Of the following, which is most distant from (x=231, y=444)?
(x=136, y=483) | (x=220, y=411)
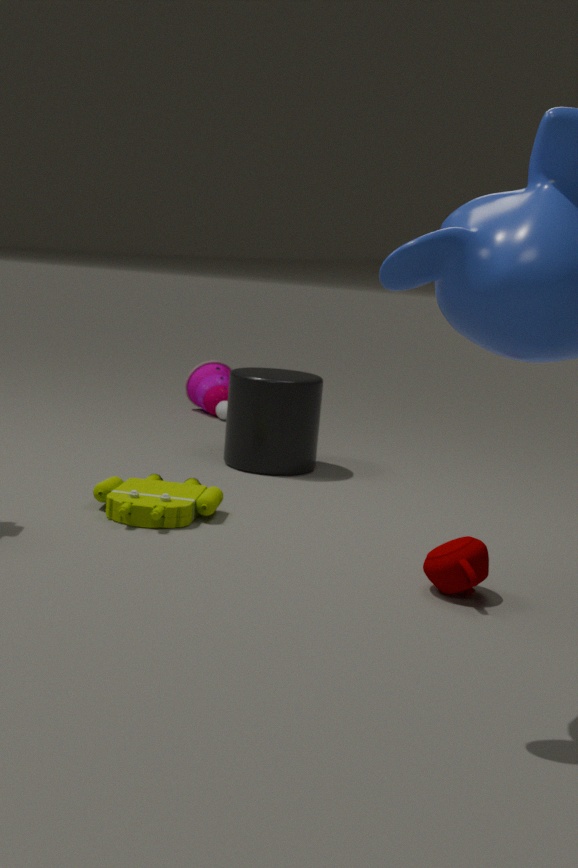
(x=220, y=411)
